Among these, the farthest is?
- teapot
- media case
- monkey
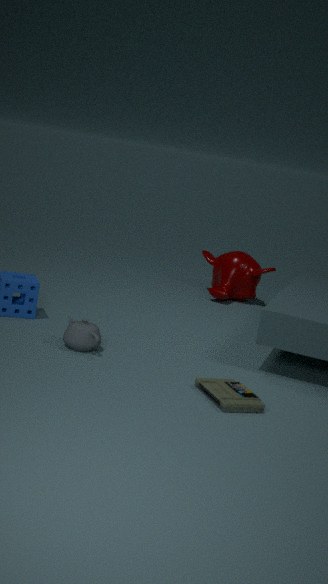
monkey
